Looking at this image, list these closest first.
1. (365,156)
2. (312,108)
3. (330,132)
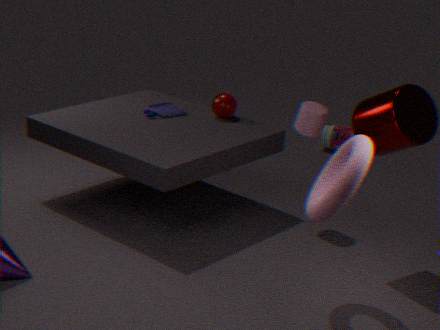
1. (365,156)
2. (312,108)
3. (330,132)
